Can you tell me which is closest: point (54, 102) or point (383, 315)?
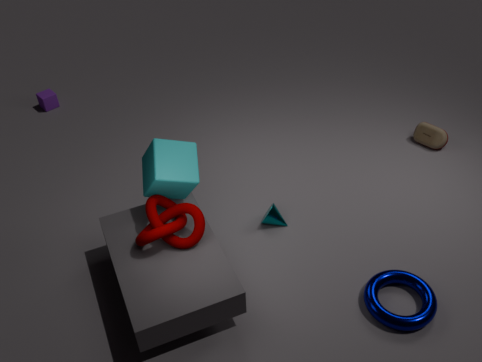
point (383, 315)
